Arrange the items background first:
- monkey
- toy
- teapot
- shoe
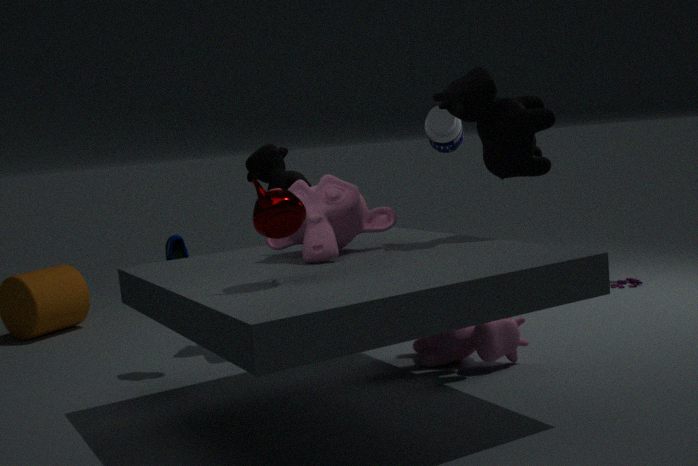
toy < shoe < monkey < teapot
